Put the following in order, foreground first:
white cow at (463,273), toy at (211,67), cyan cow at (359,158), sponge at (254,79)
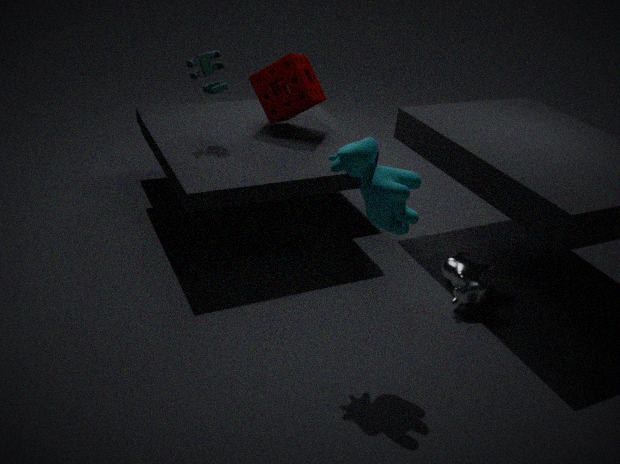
cyan cow at (359,158) < white cow at (463,273) < toy at (211,67) < sponge at (254,79)
